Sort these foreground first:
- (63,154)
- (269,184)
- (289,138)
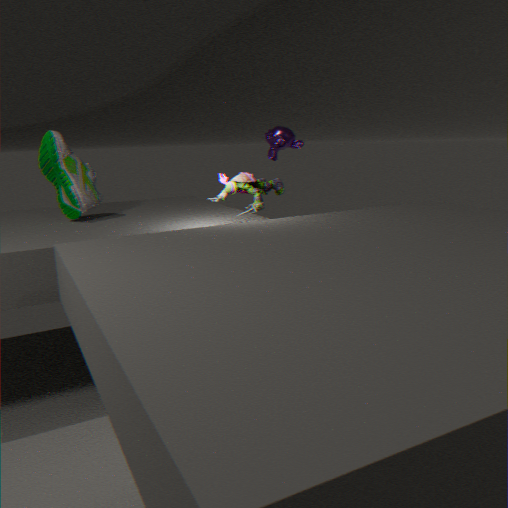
(269,184)
(63,154)
(289,138)
